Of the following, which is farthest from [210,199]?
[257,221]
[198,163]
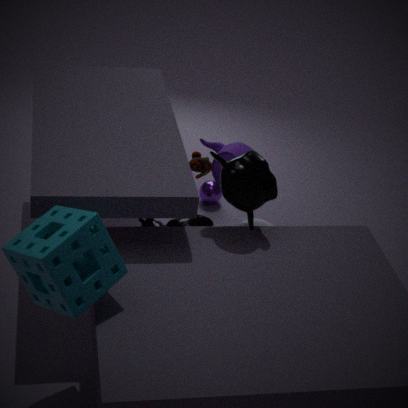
[257,221]
